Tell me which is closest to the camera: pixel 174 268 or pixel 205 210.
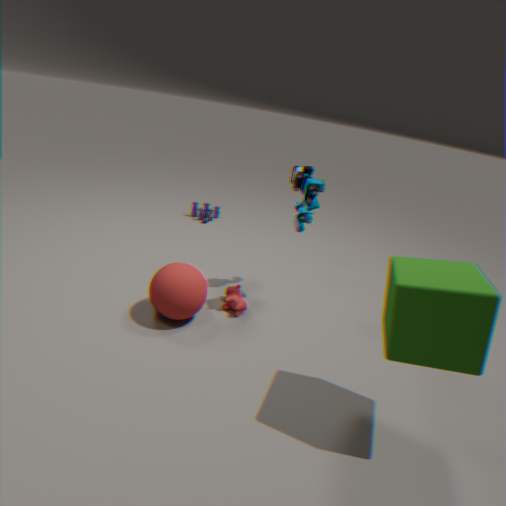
pixel 174 268
